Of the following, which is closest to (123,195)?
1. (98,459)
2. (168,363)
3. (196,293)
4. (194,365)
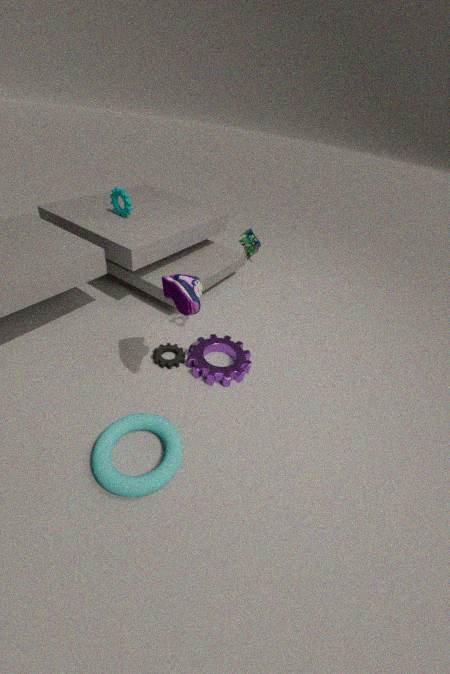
(168,363)
